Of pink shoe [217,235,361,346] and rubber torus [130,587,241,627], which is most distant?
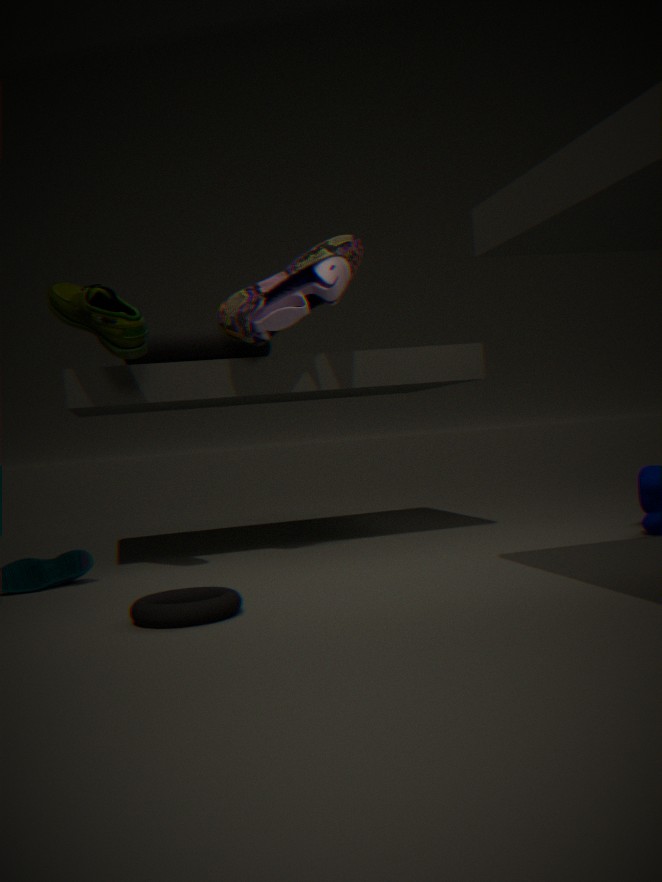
pink shoe [217,235,361,346]
